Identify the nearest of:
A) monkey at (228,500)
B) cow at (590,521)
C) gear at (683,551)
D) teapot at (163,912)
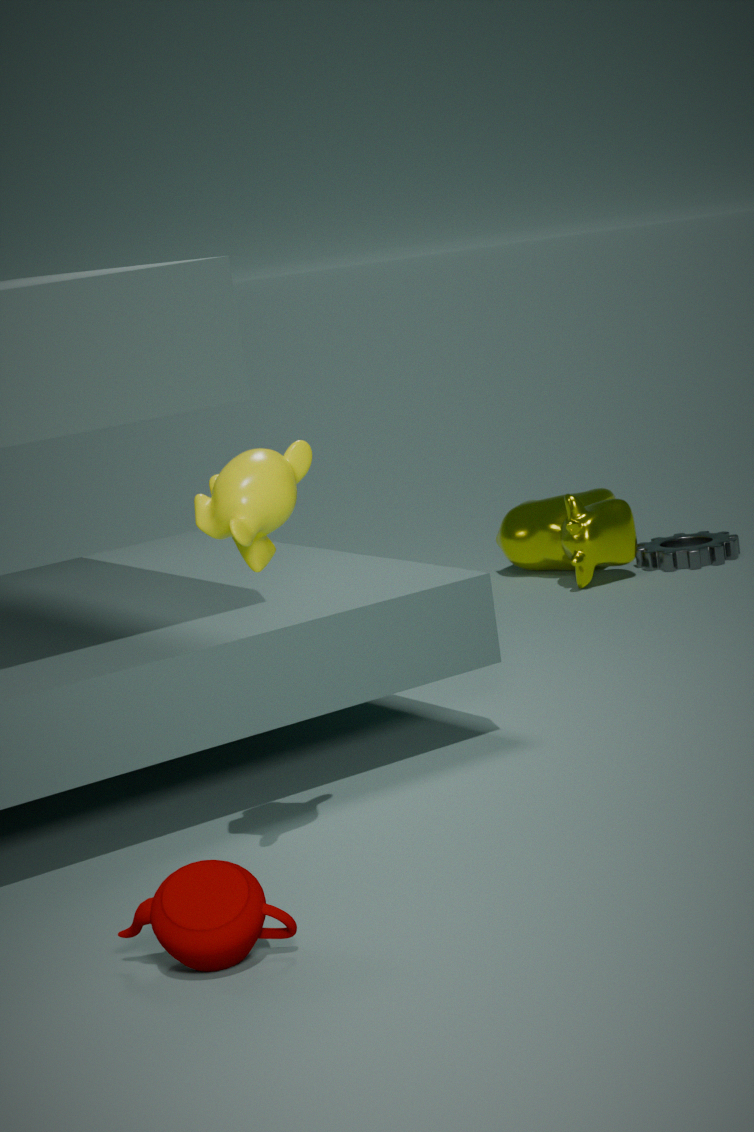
teapot at (163,912)
